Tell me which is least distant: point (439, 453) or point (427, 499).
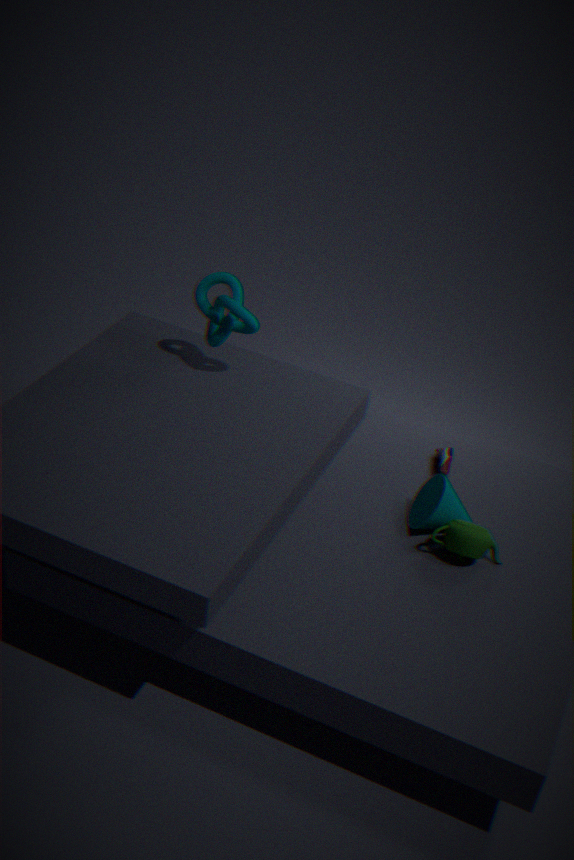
point (427, 499)
